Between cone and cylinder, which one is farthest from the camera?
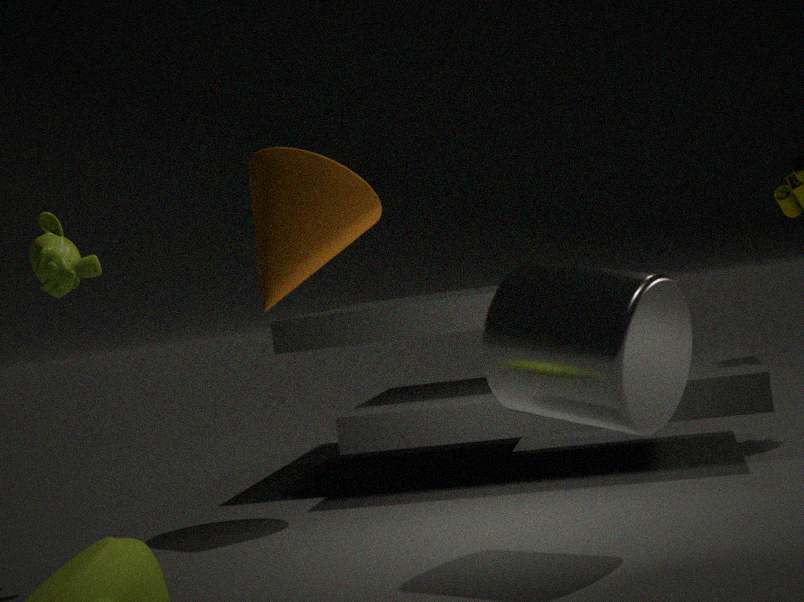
cone
